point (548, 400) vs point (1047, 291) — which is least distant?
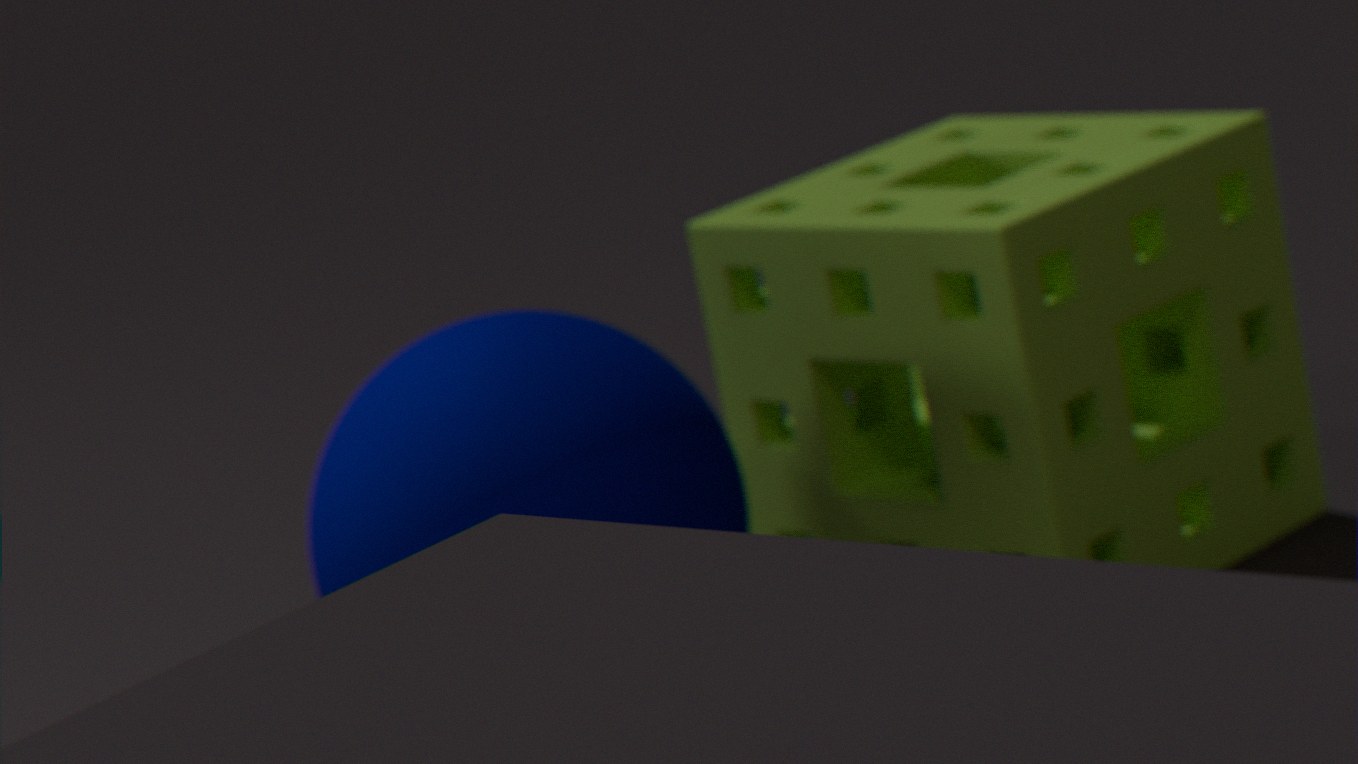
point (548, 400)
